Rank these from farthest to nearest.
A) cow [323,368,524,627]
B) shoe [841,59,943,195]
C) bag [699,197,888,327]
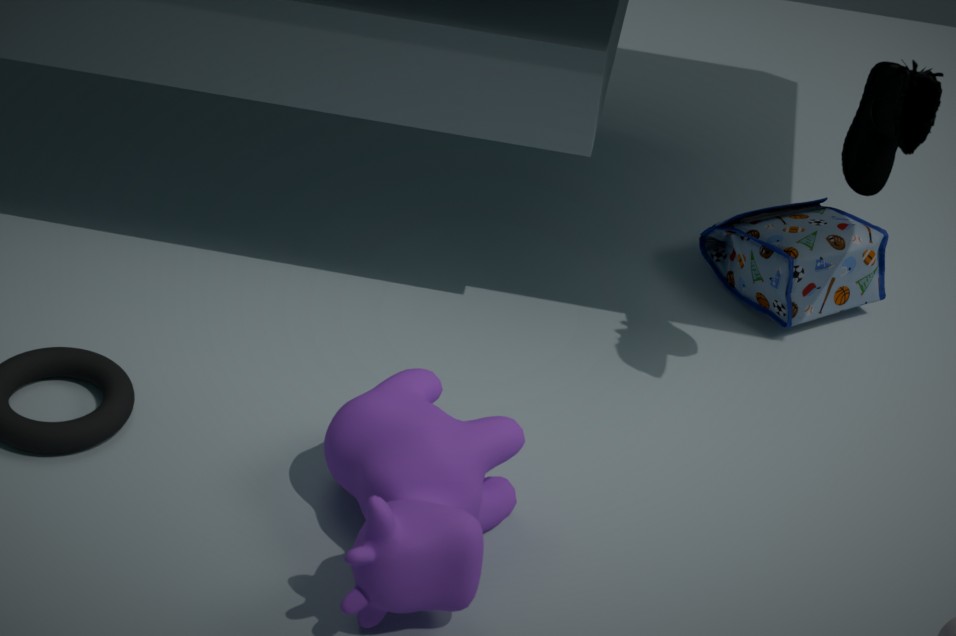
bag [699,197,888,327] → shoe [841,59,943,195] → cow [323,368,524,627]
